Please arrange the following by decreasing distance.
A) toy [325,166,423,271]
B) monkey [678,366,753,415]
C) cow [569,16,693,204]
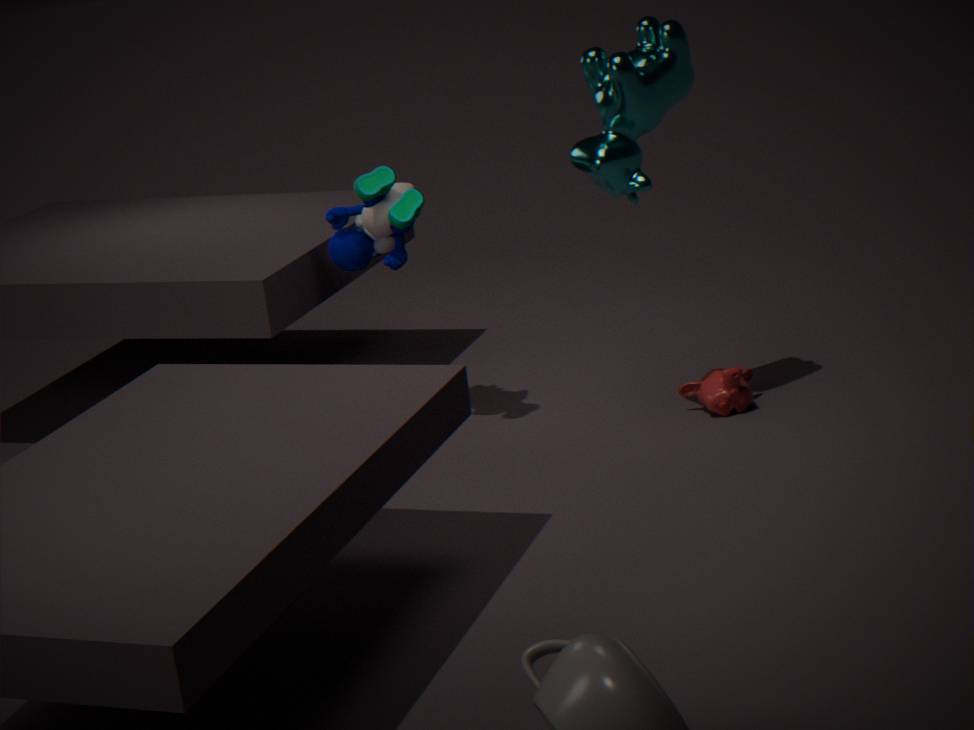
monkey [678,366,753,415]
toy [325,166,423,271]
cow [569,16,693,204]
